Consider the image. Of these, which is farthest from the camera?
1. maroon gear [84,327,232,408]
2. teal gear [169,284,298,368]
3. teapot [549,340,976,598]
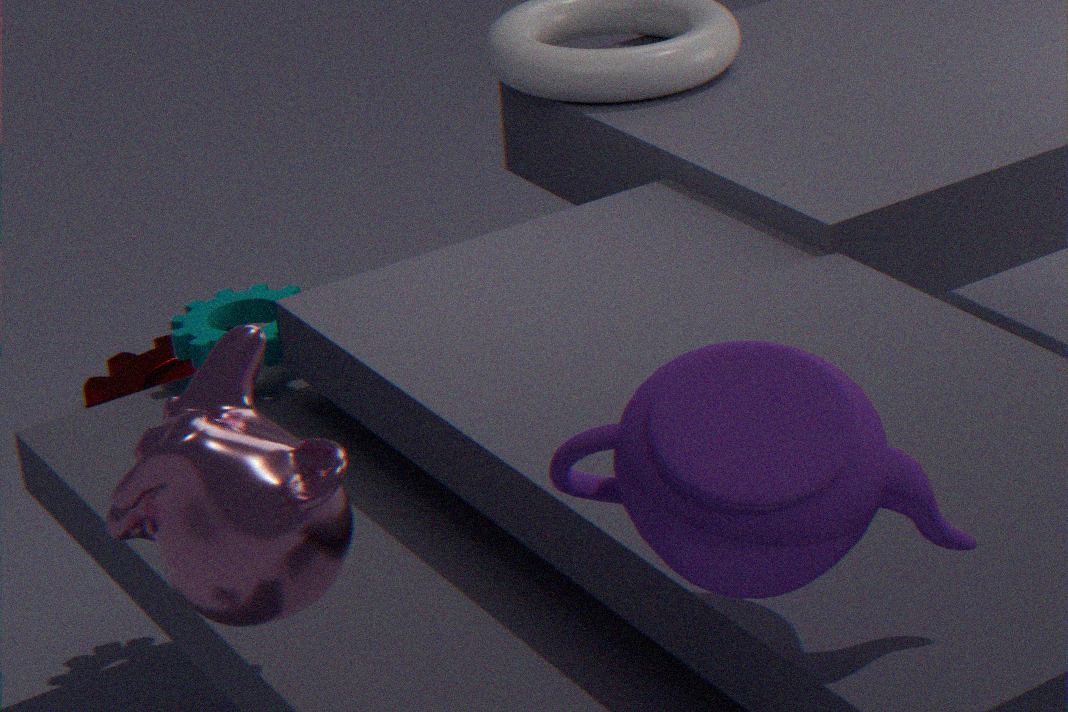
maroon gear [84,327,232,408]
